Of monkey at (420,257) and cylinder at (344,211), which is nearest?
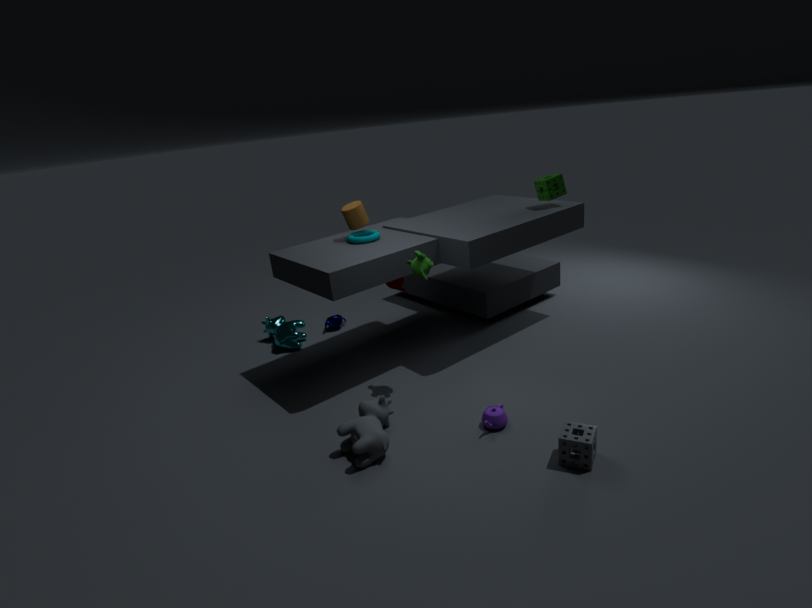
monkey at (420,257)
